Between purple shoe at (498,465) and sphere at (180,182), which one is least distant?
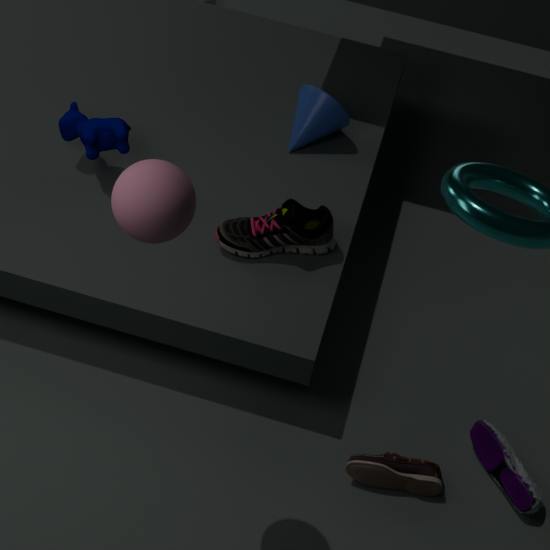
sphere at (180,182)
